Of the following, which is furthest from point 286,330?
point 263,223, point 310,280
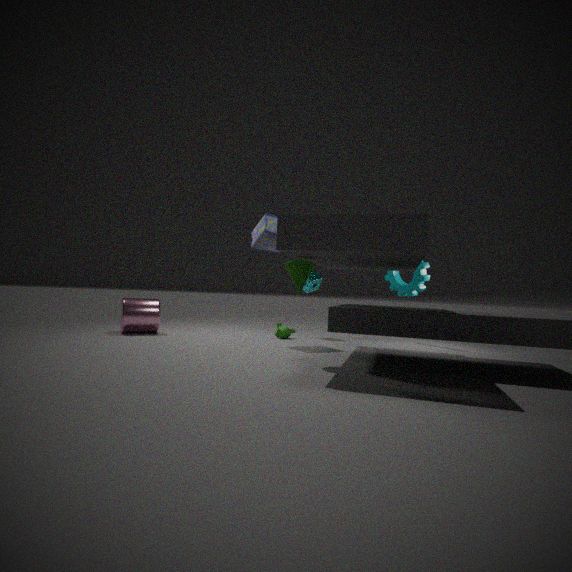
point 263,223
